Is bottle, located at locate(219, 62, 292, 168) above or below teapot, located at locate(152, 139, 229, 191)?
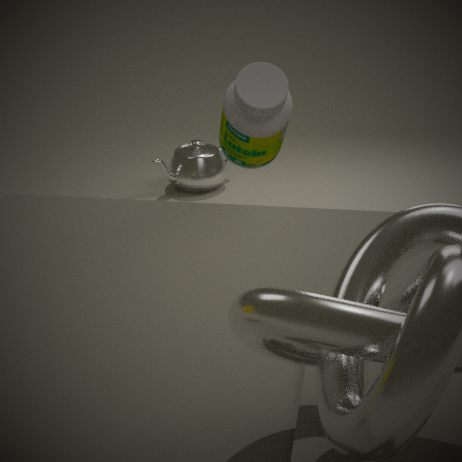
above
